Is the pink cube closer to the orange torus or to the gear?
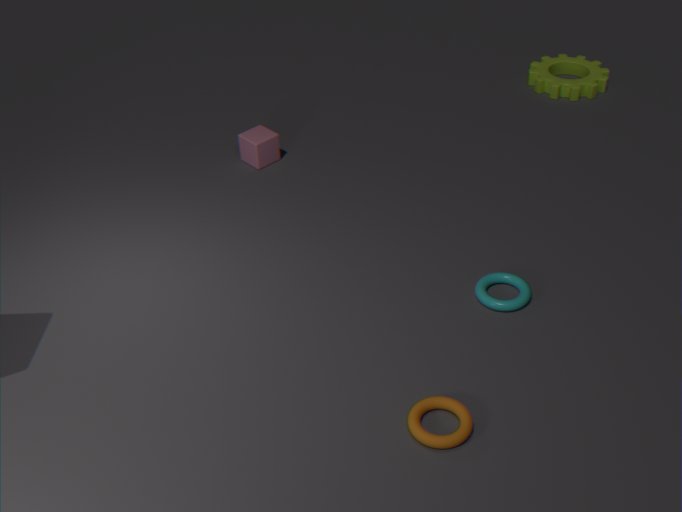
the gear
